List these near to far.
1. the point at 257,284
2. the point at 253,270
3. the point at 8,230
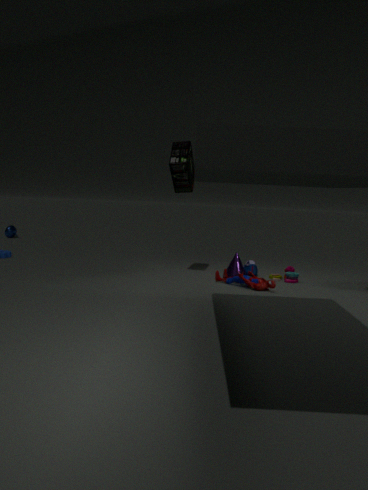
1. the point at 257,284
2. the point at 253,270
3. the point at 8,230
